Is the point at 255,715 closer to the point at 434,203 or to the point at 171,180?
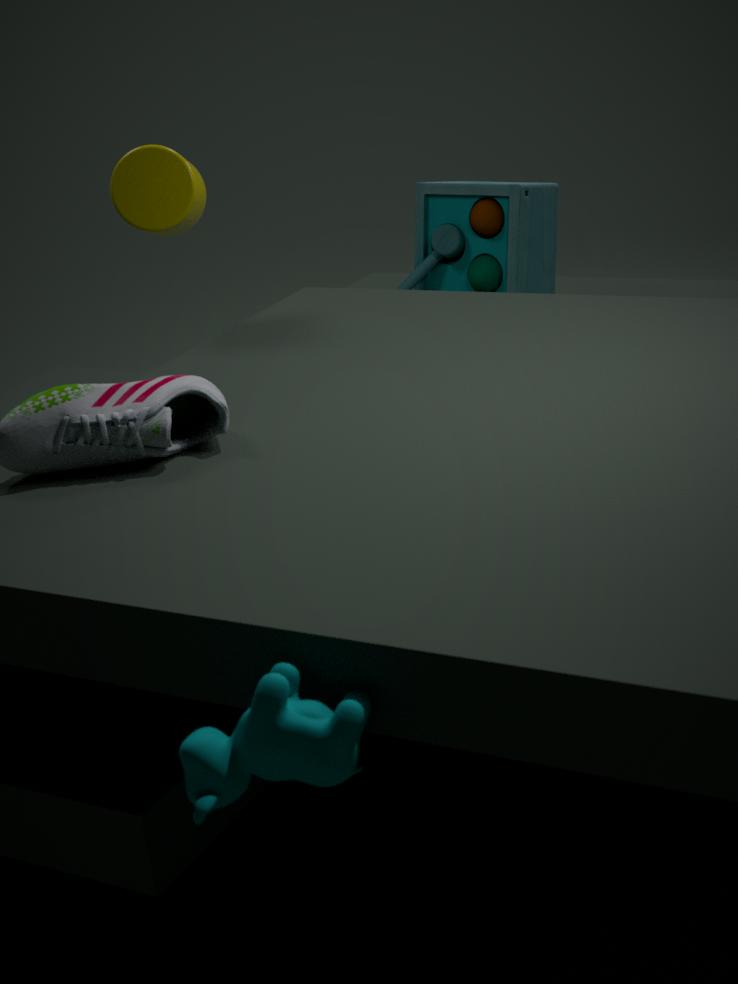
the point at 171,180
